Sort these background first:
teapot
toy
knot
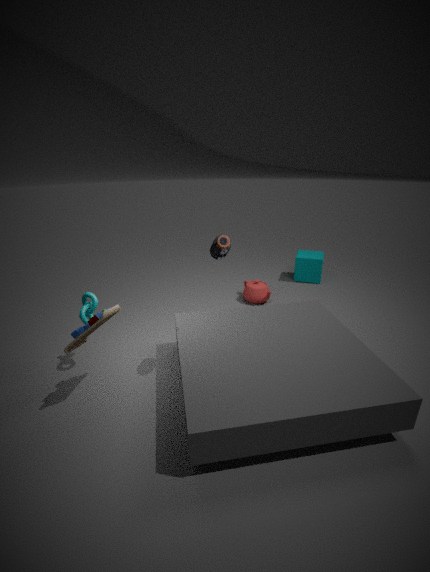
teapot → knot → toy
